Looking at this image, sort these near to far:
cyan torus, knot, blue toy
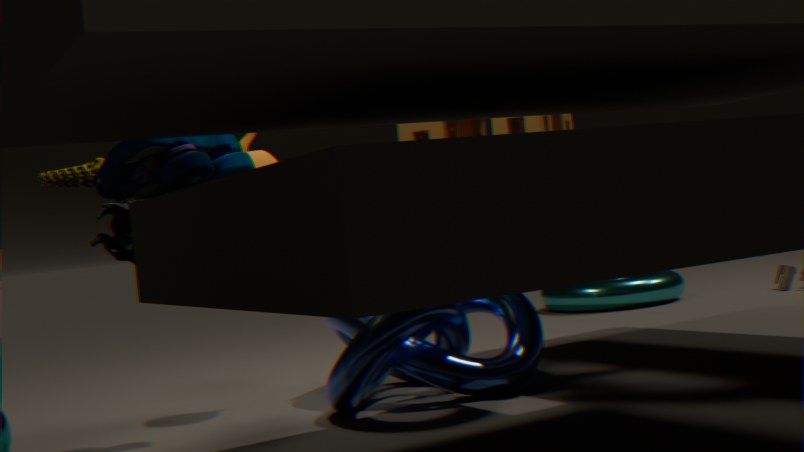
blue toy
knot
cyan torus
